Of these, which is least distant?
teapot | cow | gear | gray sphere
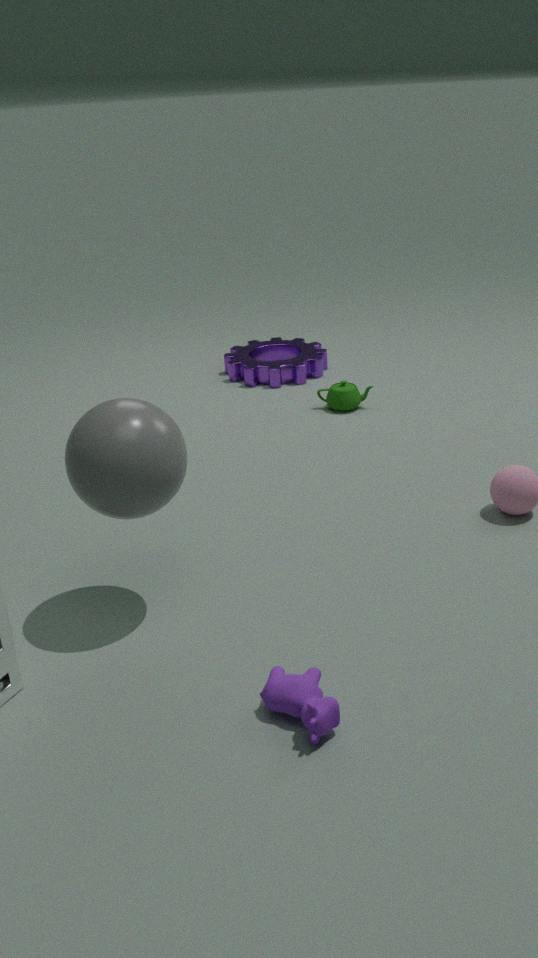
cow
